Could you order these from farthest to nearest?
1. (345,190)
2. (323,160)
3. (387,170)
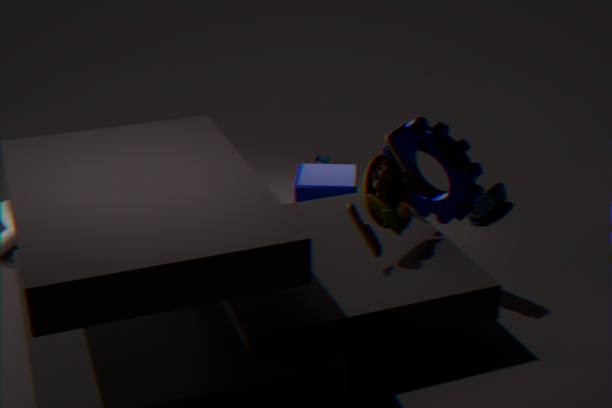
1. (323,160)
2. (345,190)
3. (387,170)
